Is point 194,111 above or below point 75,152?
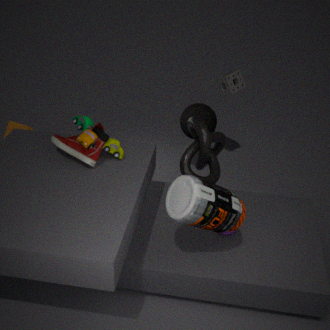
below
